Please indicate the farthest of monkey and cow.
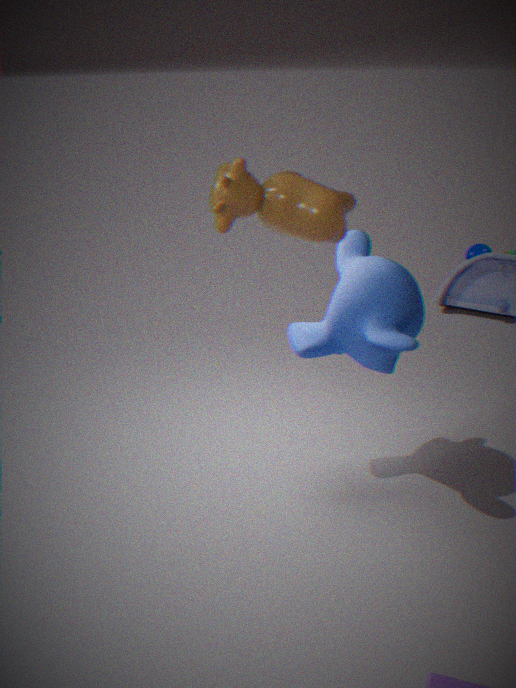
monkey
